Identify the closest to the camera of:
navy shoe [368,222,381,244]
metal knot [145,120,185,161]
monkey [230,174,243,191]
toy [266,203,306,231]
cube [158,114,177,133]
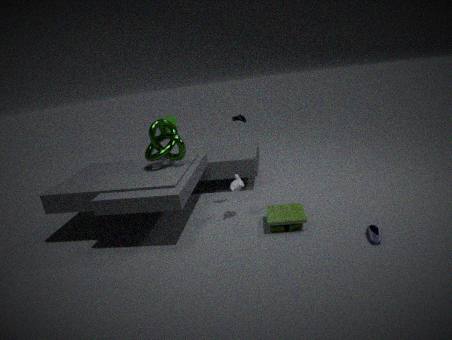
navy shoe [368,222,381,244]
